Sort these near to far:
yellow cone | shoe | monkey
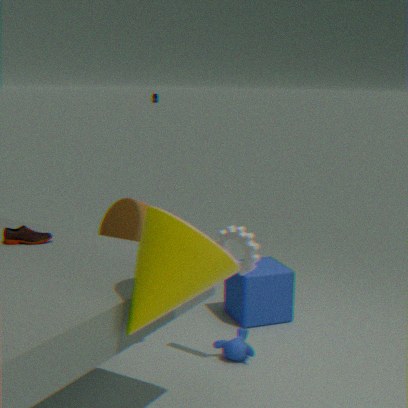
yellow cone < shoe < monkey
